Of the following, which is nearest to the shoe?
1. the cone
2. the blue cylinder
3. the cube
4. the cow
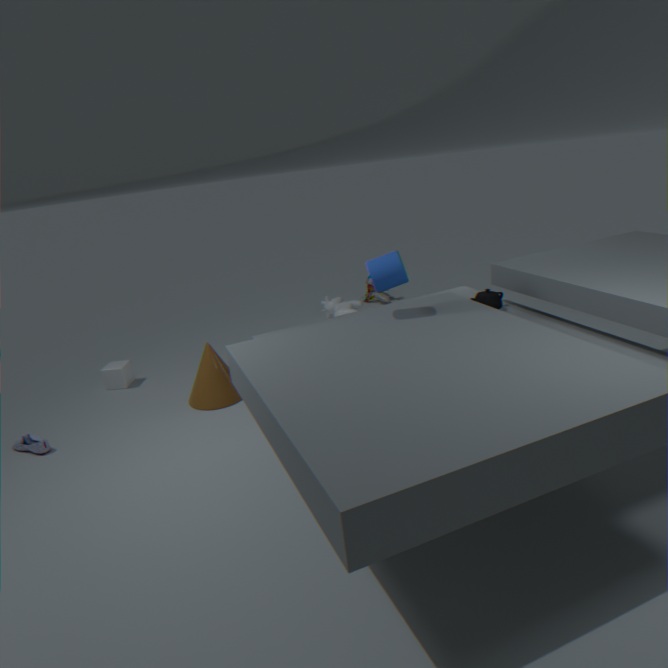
the cube
